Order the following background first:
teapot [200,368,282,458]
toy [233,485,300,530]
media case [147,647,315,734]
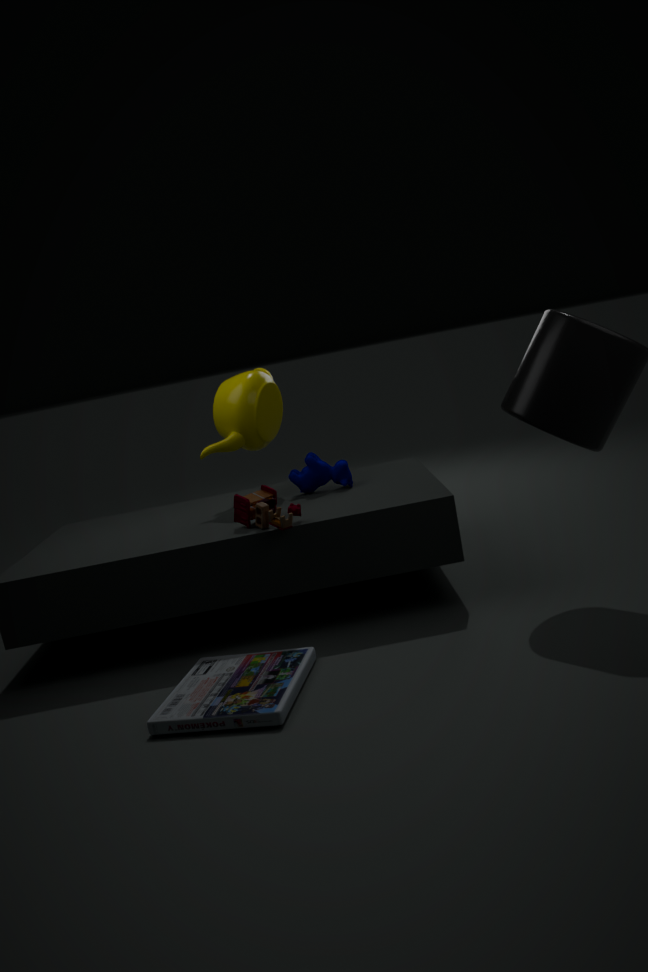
teapot [200,368,282,458] < toy [233,485,300,530] < media case [147,647,315,734]
